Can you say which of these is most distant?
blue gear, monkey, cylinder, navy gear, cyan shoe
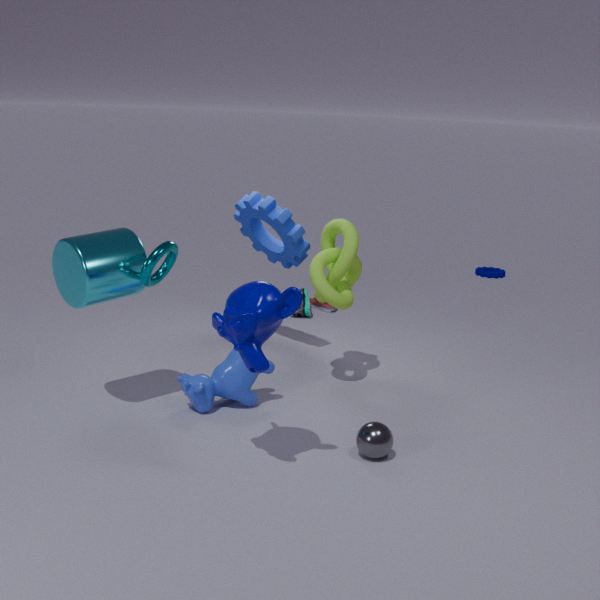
navy gear
